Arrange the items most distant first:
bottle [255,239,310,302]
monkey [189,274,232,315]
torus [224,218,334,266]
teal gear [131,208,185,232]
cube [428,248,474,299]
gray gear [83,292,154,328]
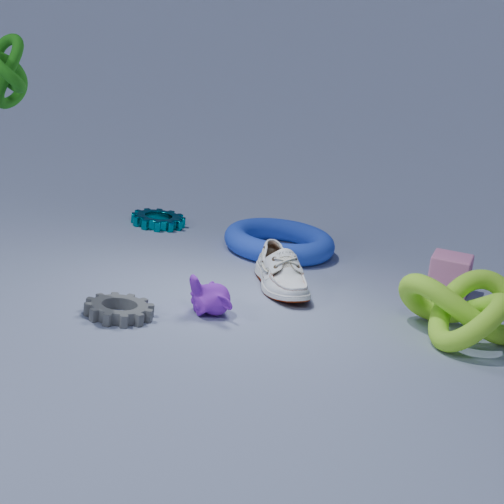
teal gear [131,208,185,232]
torus [224,218,334,266]
cube [428,248,474,299]
bottle [255,239,310,302]
monkey [189,274,232,315]
gray gear [83,292,154,328]
